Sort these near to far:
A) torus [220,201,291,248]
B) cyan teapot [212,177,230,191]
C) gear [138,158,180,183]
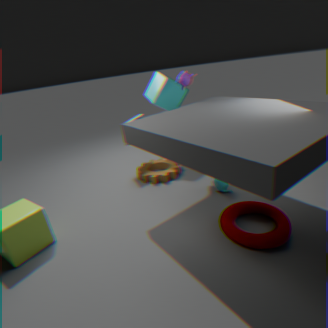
torus [220,201,291,248]
cyan teapot [212,177,230,191]
gear [138,158,180,183]
